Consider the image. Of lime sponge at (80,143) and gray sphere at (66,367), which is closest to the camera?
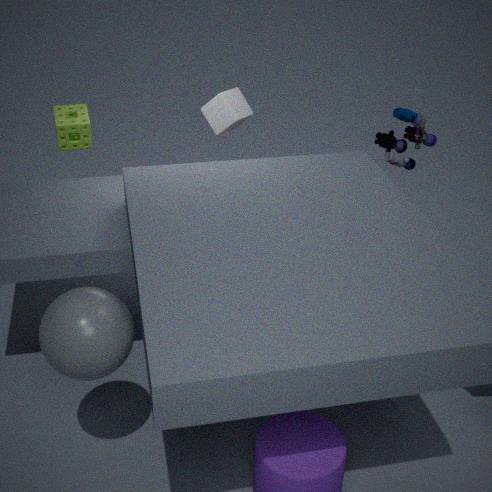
gray sphere at (66,367)
